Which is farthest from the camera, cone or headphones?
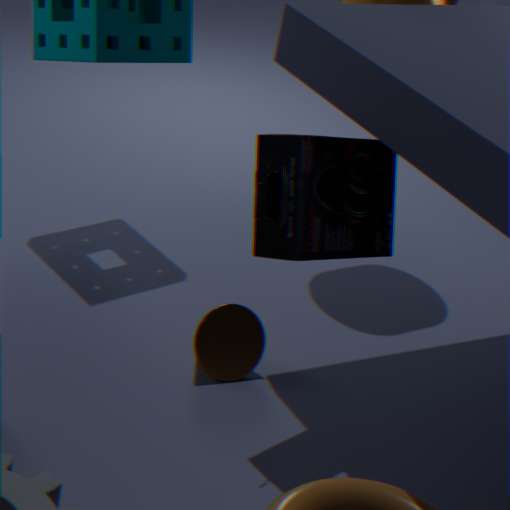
cone
